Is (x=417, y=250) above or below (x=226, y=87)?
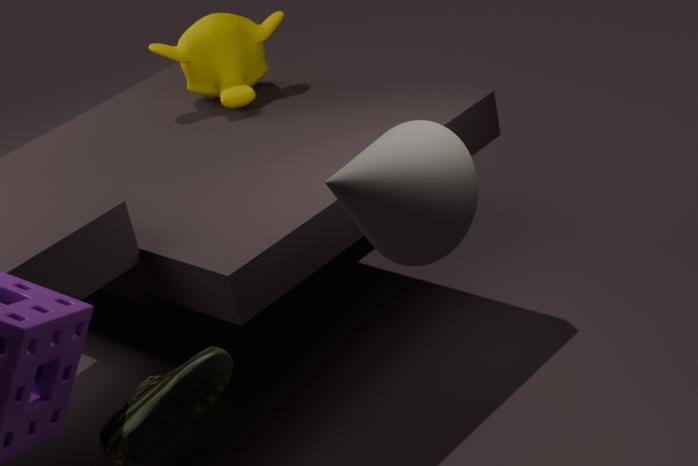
below
